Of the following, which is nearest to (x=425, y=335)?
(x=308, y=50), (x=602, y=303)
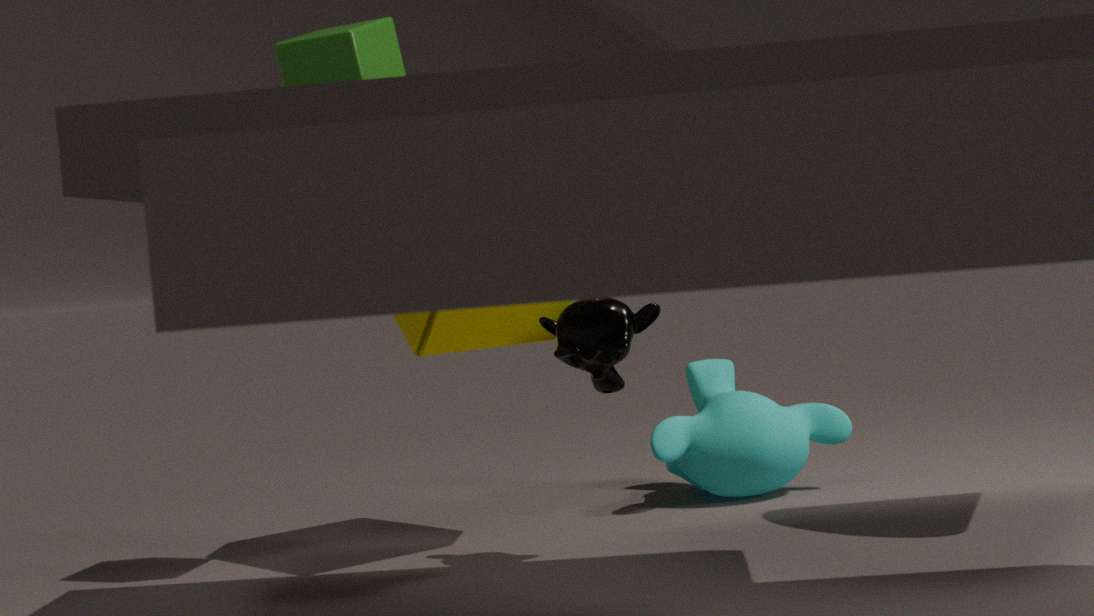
(x=602, y=303)
